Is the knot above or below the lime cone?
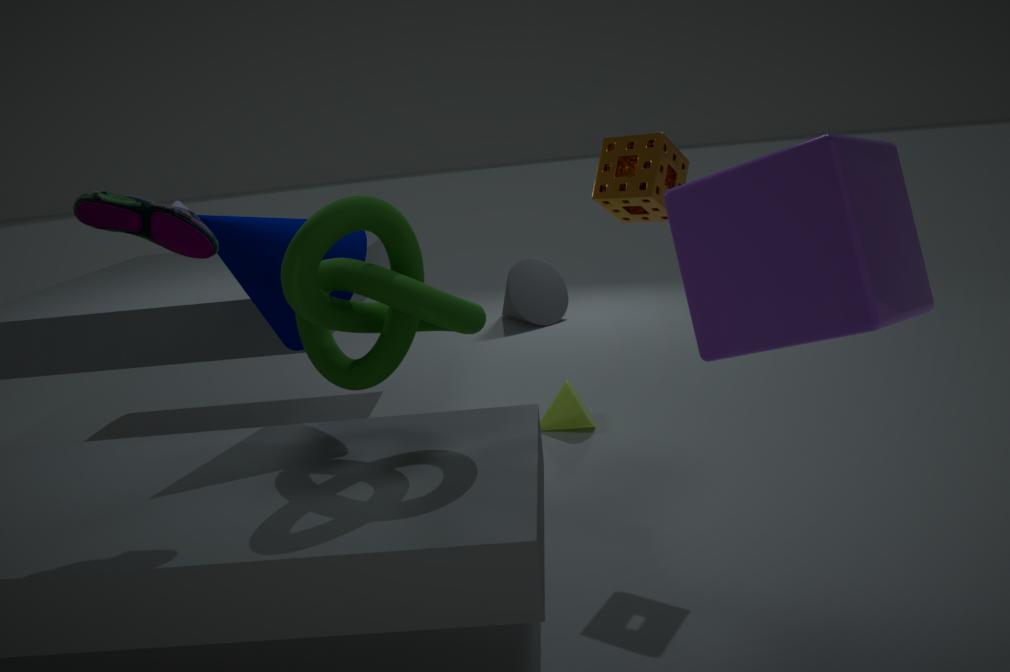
above
